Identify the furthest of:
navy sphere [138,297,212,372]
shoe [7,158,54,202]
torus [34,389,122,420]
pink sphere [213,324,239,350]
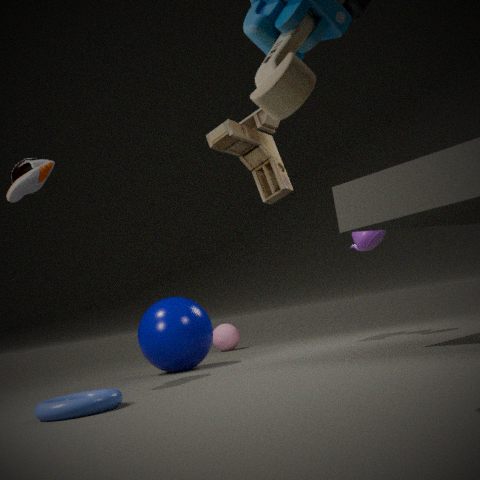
pink sphere [213,324,239,350]
